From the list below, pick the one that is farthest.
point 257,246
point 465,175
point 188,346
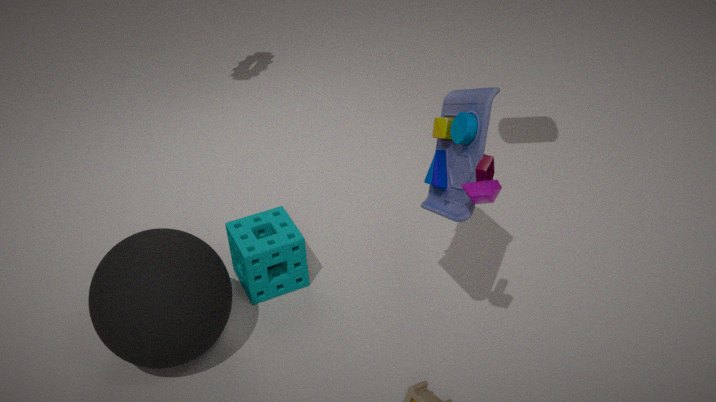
point 257,246
